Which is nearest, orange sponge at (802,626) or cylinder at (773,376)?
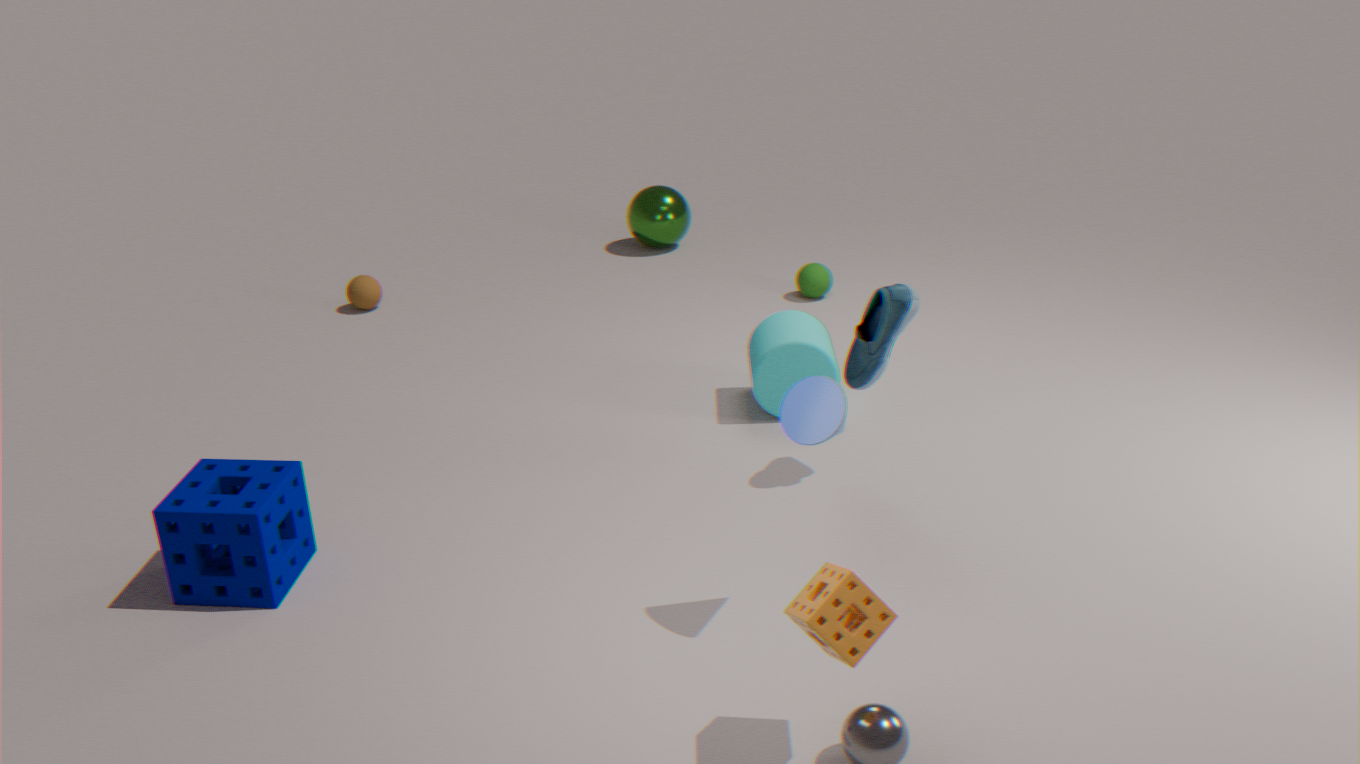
orange sponge at (802,626)
